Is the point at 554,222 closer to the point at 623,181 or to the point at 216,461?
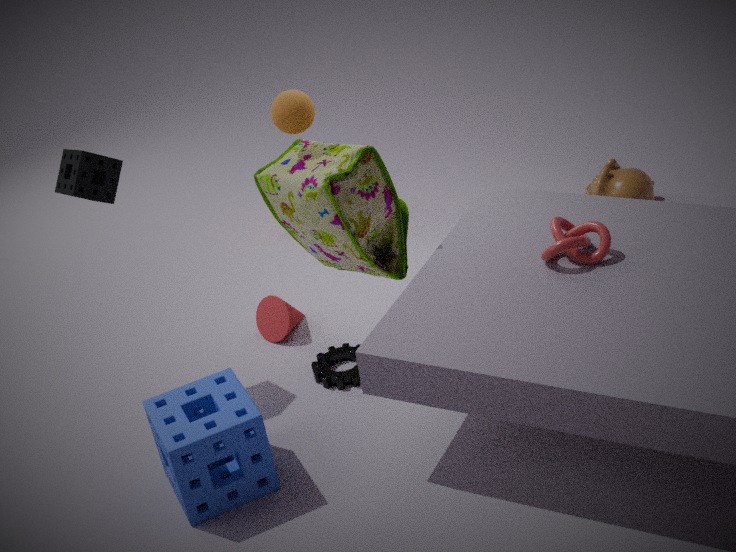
the point at 623,181
